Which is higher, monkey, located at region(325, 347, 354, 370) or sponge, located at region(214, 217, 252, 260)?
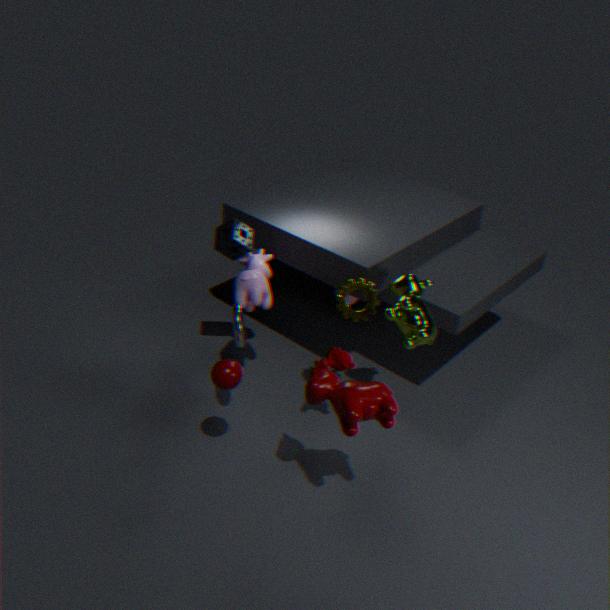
sponge, located at region(214, 217, 252, 260)
